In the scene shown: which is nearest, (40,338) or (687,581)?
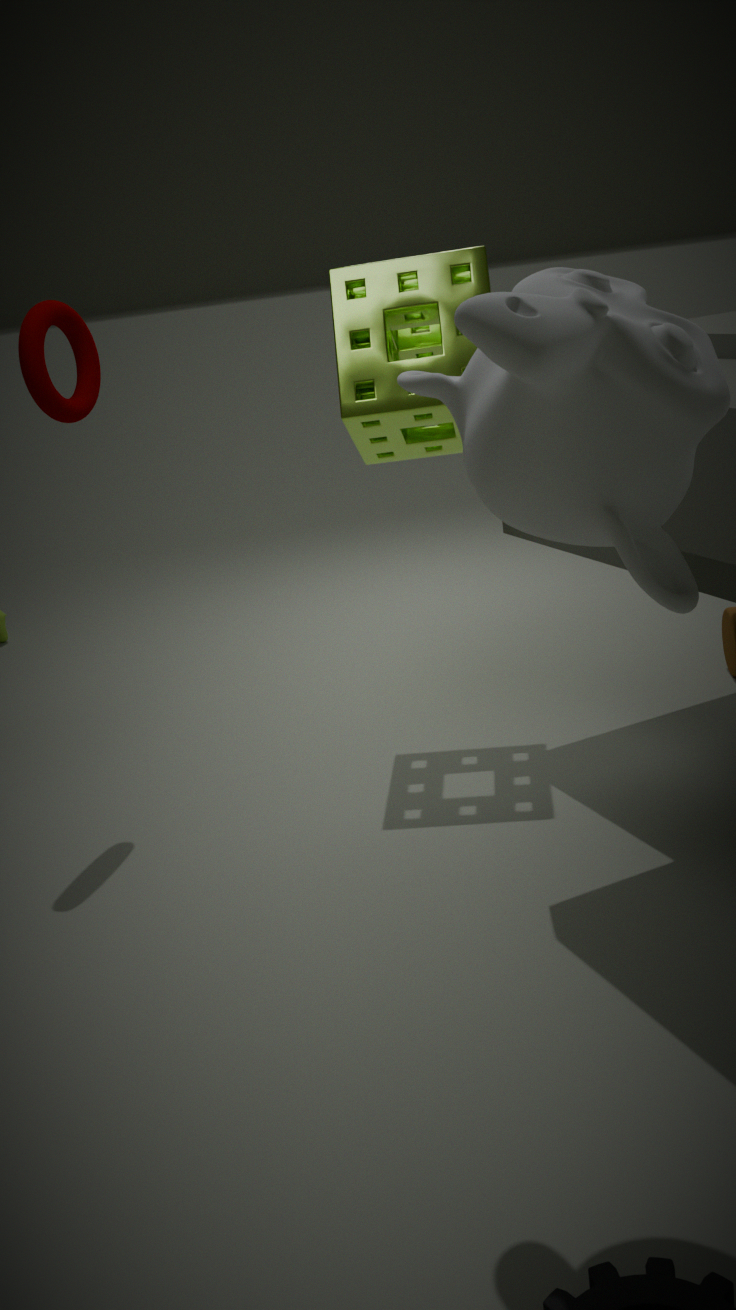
(687,581)
